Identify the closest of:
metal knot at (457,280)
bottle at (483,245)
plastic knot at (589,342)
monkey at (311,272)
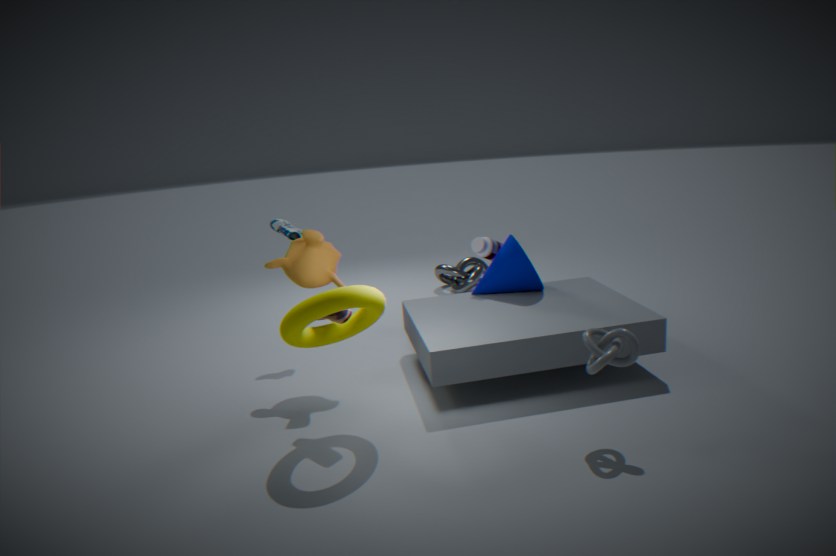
plastic knot at (589,342)
